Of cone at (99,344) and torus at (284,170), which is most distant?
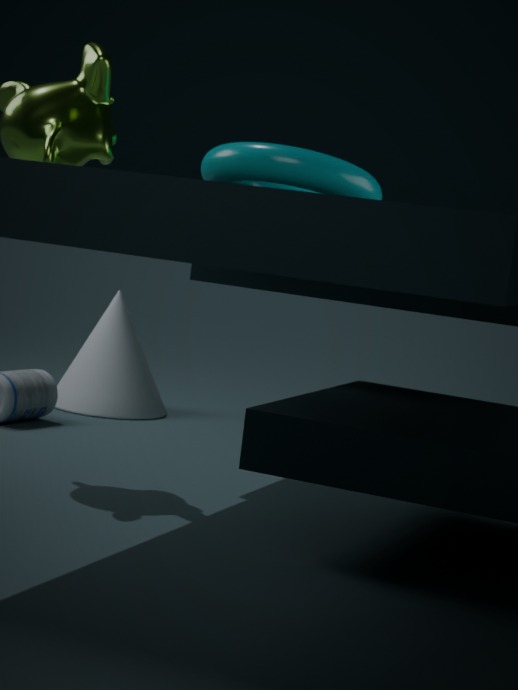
cone at (99,344)
